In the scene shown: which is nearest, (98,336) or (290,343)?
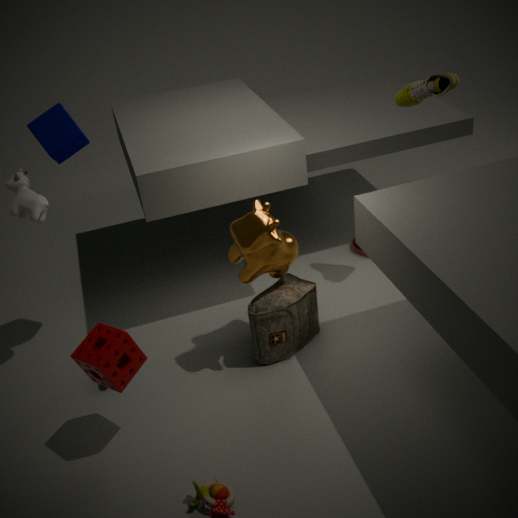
(98,336)
